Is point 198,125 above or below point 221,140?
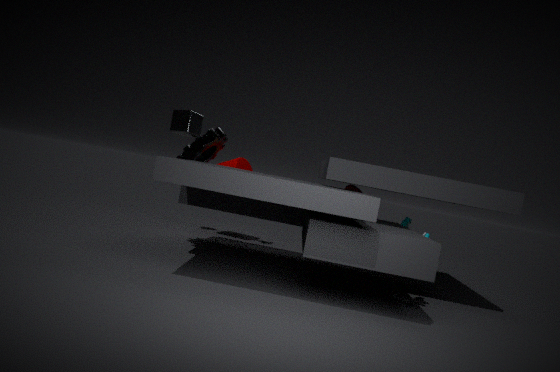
above
